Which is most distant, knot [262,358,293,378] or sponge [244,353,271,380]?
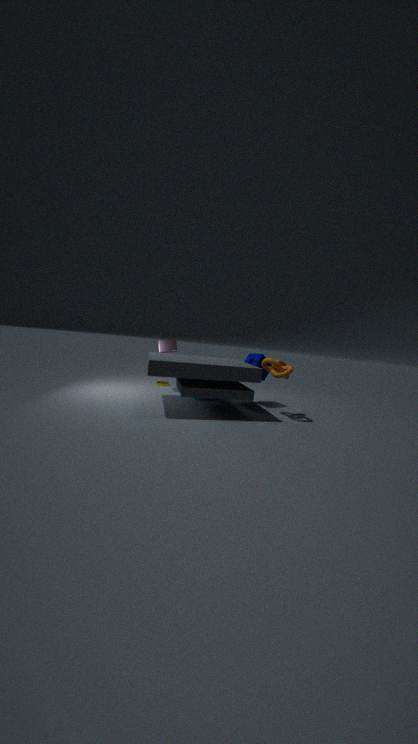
sponge [244,353,271,380]
